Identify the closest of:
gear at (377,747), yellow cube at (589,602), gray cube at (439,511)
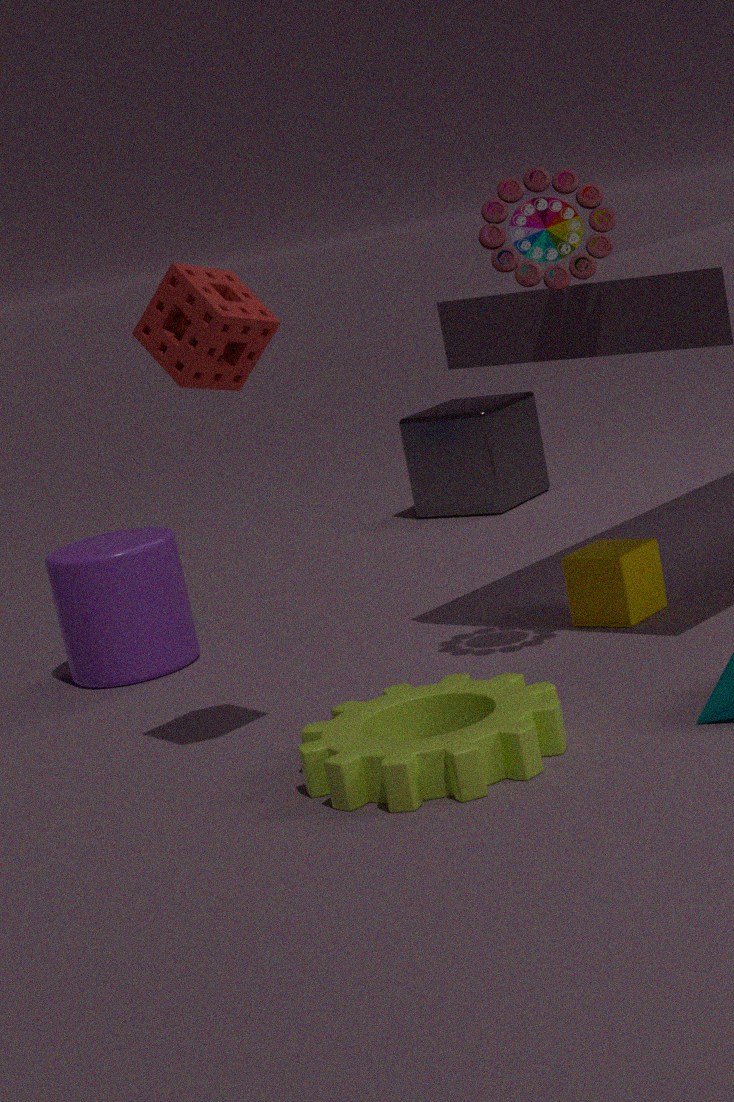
gear at (377,747)
